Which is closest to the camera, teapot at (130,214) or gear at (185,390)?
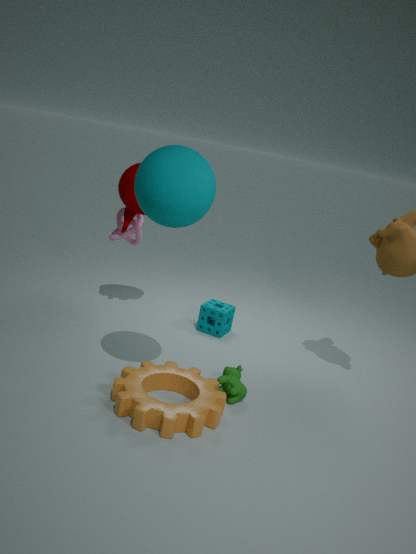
gear at (185,390)
